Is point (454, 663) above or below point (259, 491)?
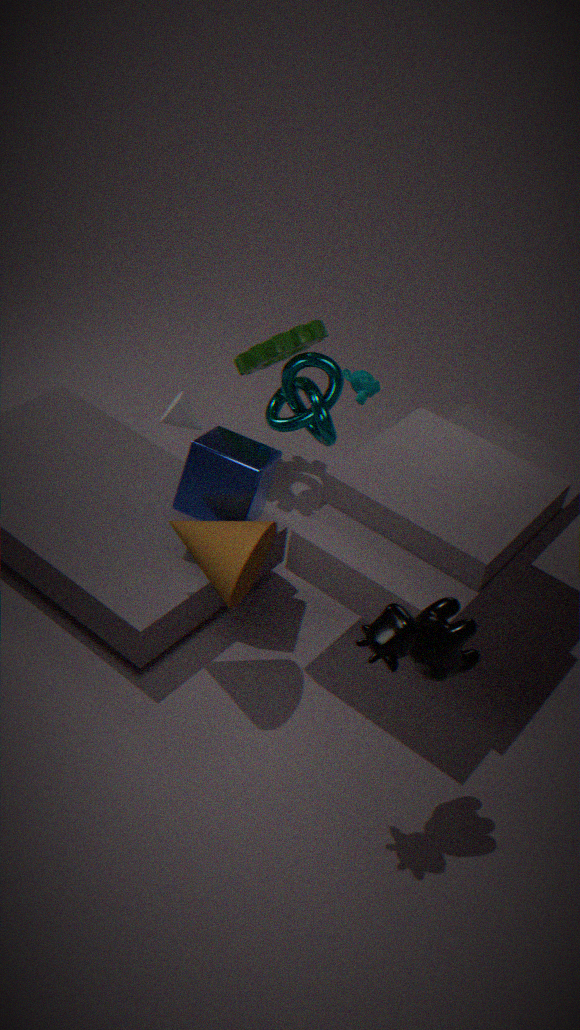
above
